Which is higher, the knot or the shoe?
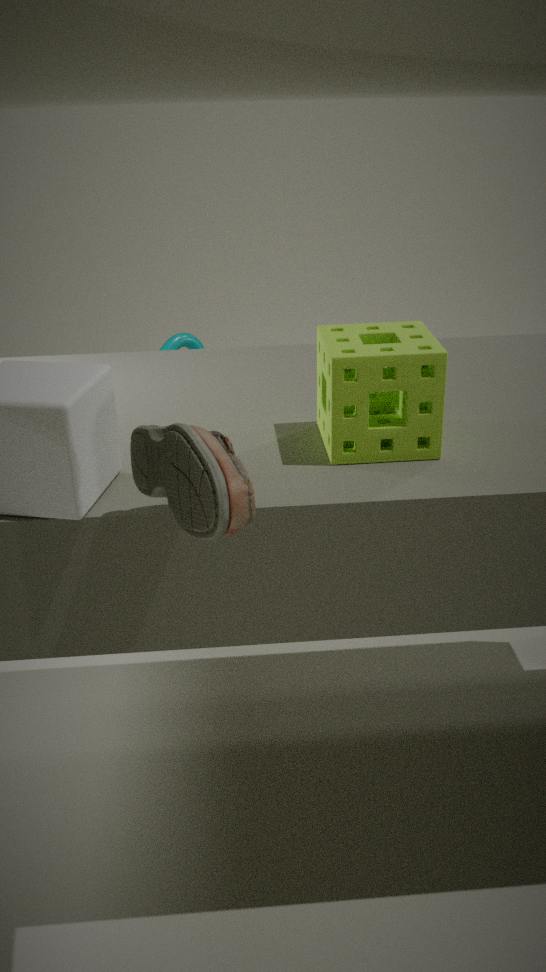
the shoe
